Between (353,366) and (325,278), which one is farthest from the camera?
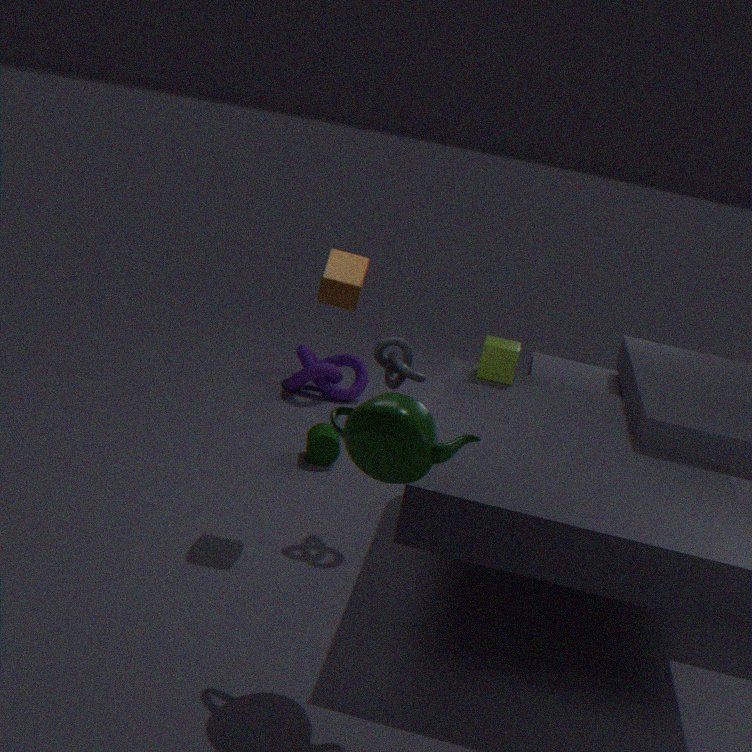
(353,366)
